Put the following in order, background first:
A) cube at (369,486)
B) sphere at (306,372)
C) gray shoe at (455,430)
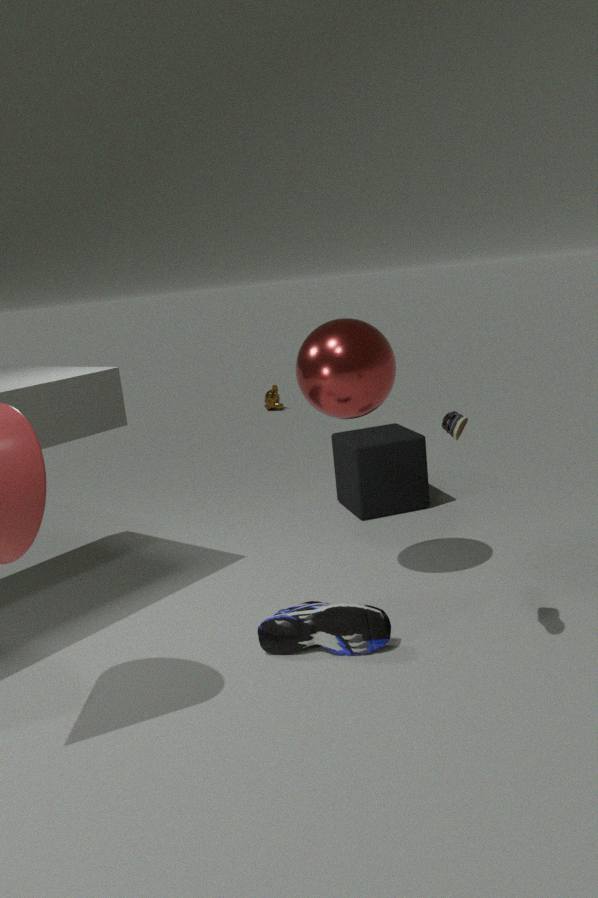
cube at (369,486) → sphere at (306,372) → gray shoe at (455,430)
